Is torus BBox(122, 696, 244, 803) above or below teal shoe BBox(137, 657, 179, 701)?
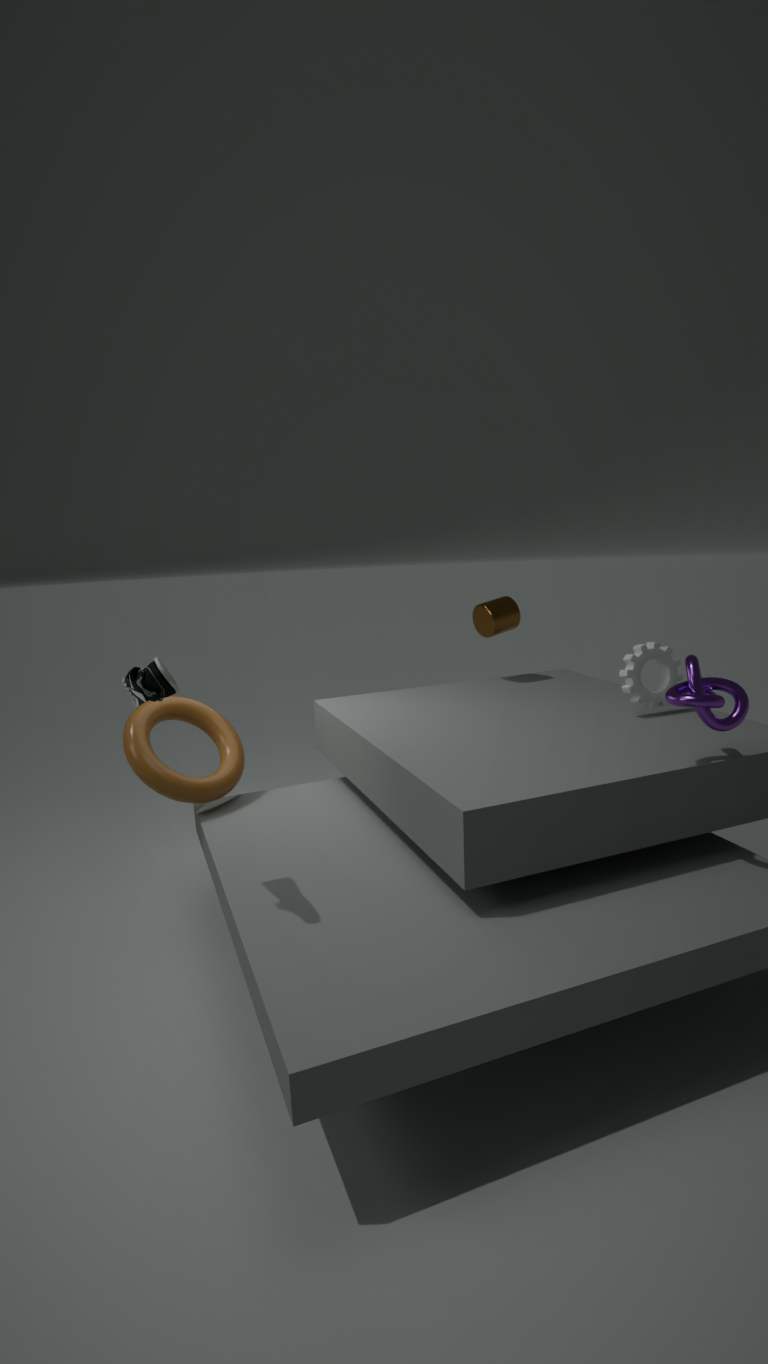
below
